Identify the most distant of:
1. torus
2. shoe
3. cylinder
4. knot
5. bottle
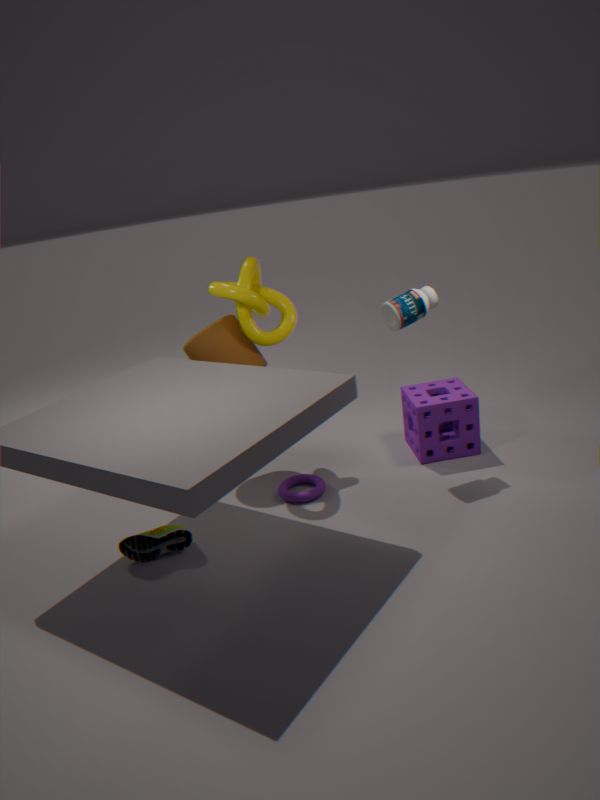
cylinder
